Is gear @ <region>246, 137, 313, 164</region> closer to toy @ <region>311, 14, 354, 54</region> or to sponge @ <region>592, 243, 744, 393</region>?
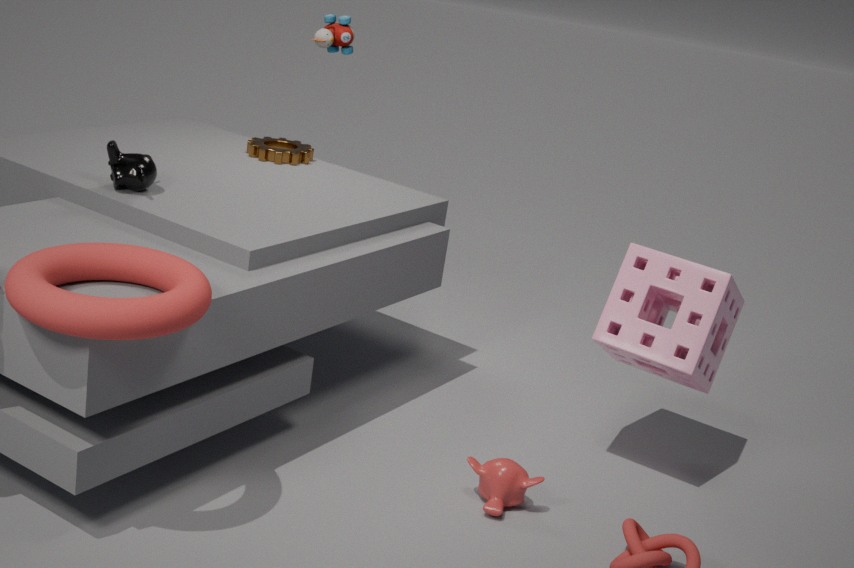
toy @ <region>311, 14, 354, 54</region>
